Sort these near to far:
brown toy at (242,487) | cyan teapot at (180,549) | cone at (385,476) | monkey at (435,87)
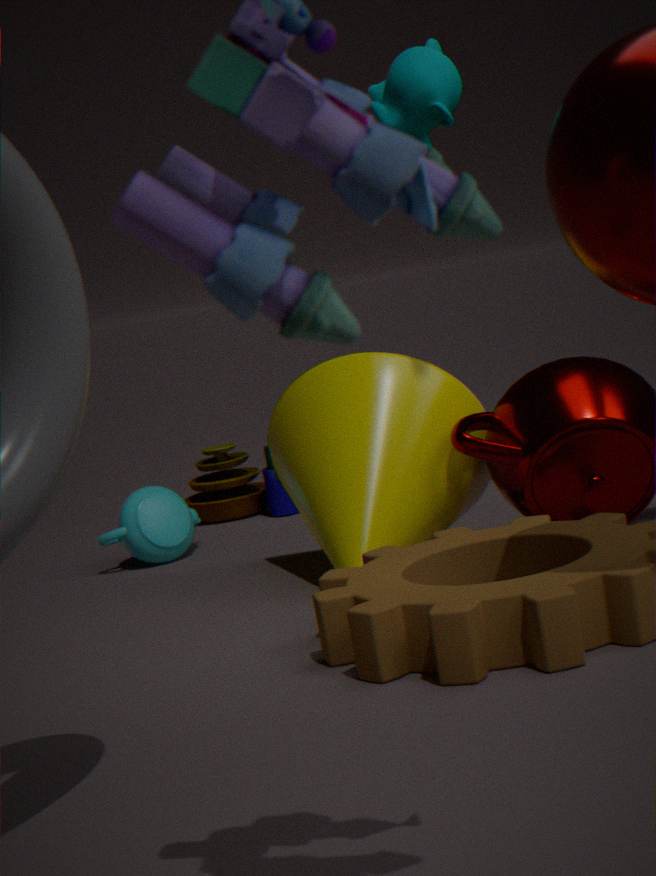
1. monkey at (435,87)
2. cone at (385,476)
3. cyan teapot at (180,549)
4. brown toy at (242,487)
